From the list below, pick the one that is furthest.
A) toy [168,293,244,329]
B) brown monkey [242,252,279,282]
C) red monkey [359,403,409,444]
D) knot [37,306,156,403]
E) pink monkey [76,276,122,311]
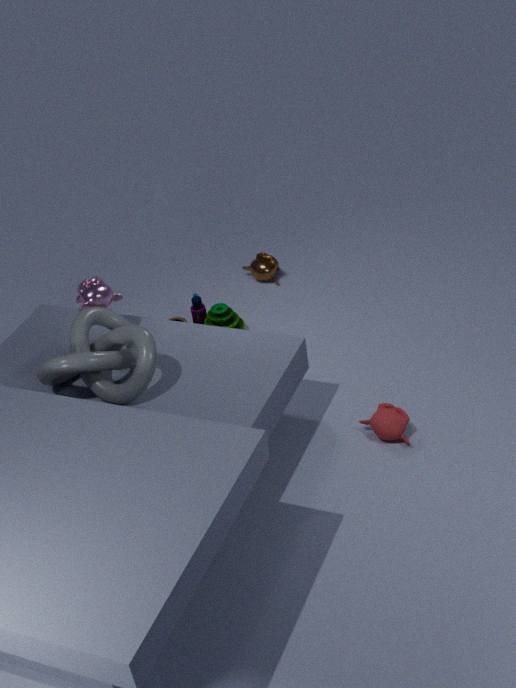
brown monkey [242,252,279,282]
